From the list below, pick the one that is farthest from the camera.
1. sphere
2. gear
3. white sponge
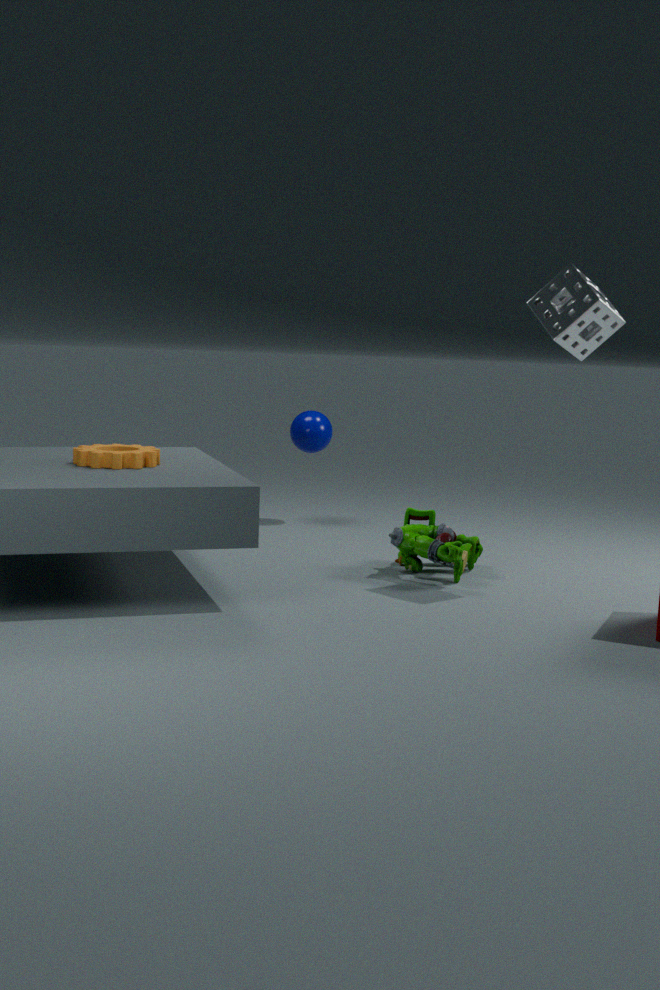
sphere
